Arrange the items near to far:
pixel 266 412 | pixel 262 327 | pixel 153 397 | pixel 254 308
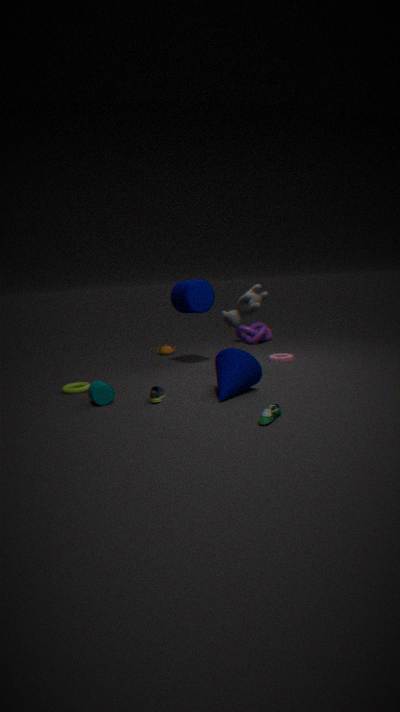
pixel 266 412 → pixel 153 397 → pixel 254 308 → pixel 262 327
